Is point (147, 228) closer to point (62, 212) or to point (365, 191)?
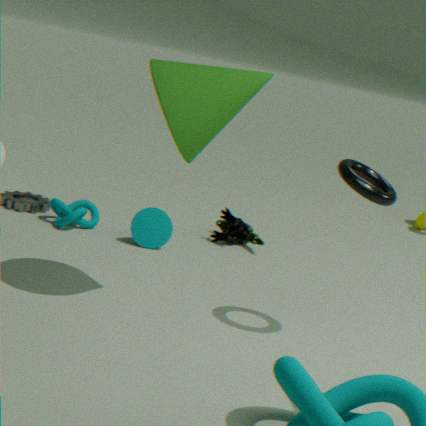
point (62, 212)
